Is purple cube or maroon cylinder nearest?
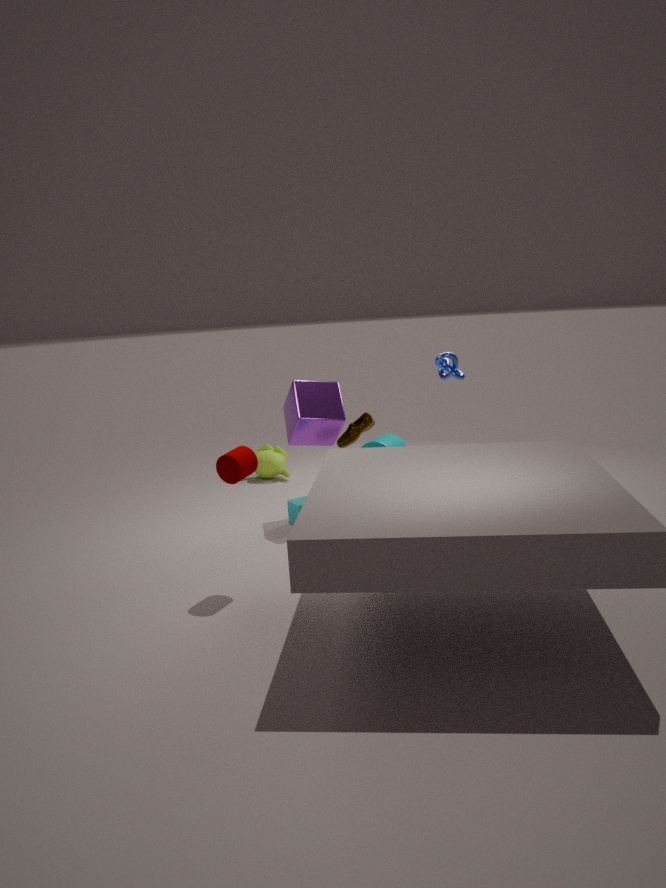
maroon cylinder
